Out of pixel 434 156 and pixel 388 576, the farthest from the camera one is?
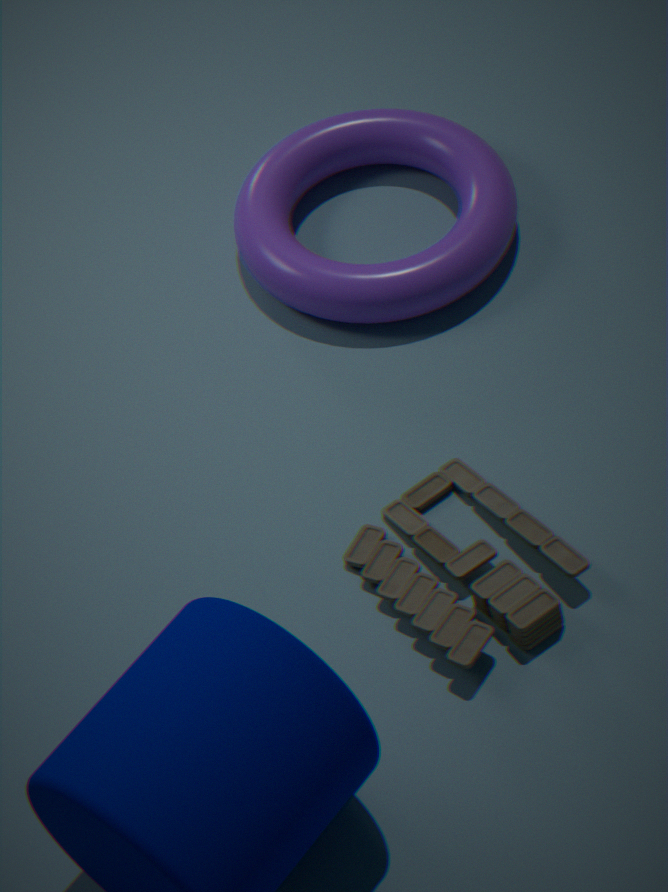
pixel 434 156
